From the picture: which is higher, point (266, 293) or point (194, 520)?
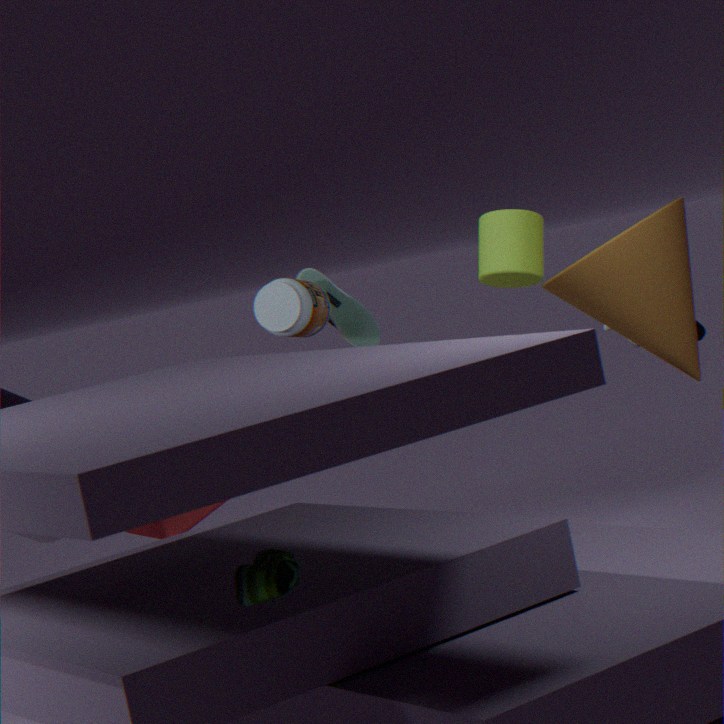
point (266, 293)
